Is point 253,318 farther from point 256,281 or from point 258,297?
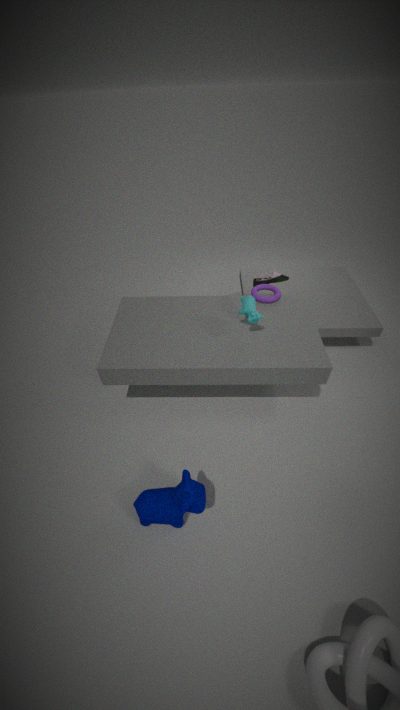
point 256,281
